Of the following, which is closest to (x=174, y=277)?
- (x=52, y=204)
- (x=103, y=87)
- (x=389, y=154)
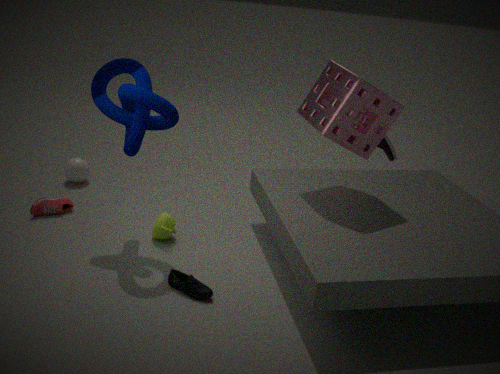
(x=103, y=87)
